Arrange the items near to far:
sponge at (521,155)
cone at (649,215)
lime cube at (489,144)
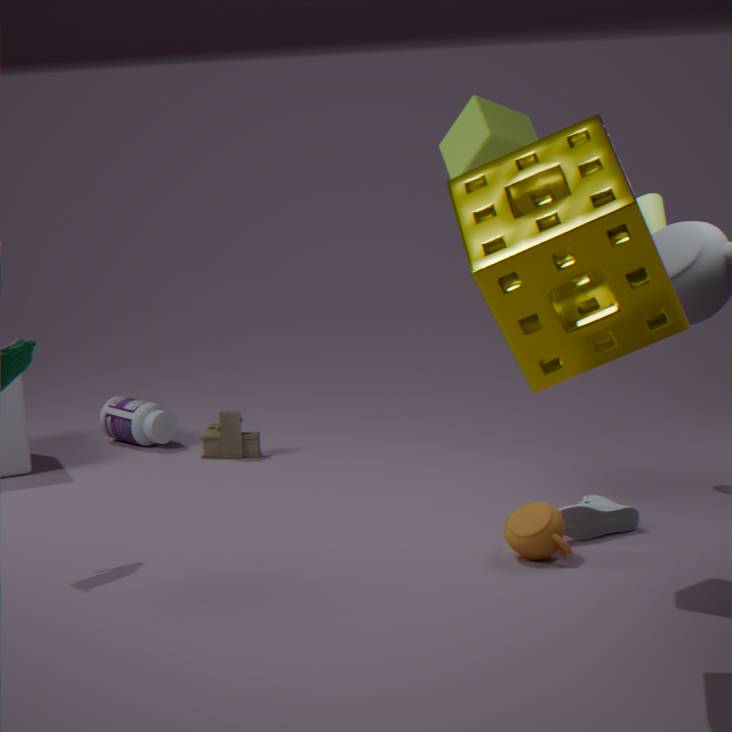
sponge at (521,155) → lime cube at (489,144) → cone at (649,215)
